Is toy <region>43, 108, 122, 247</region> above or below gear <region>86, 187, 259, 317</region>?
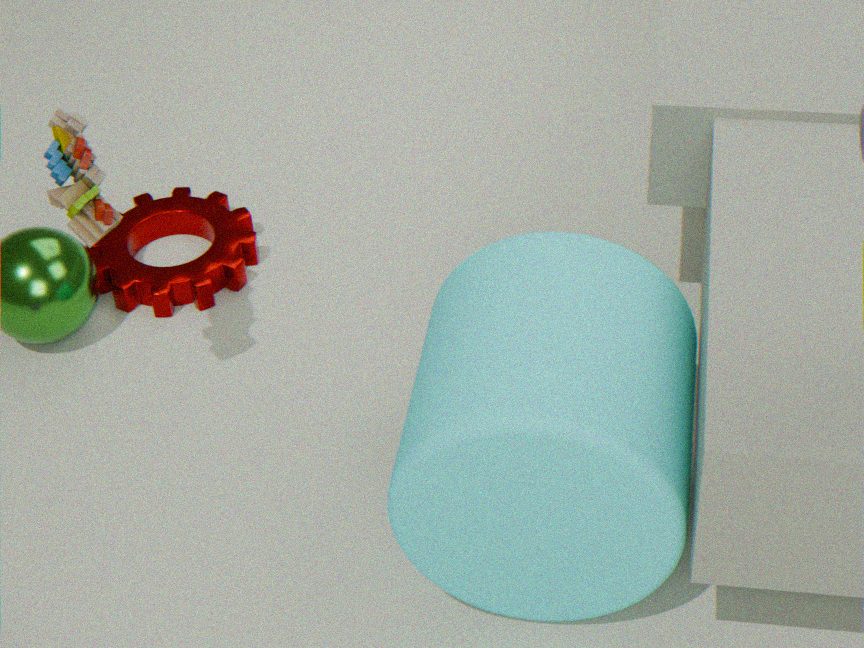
above
